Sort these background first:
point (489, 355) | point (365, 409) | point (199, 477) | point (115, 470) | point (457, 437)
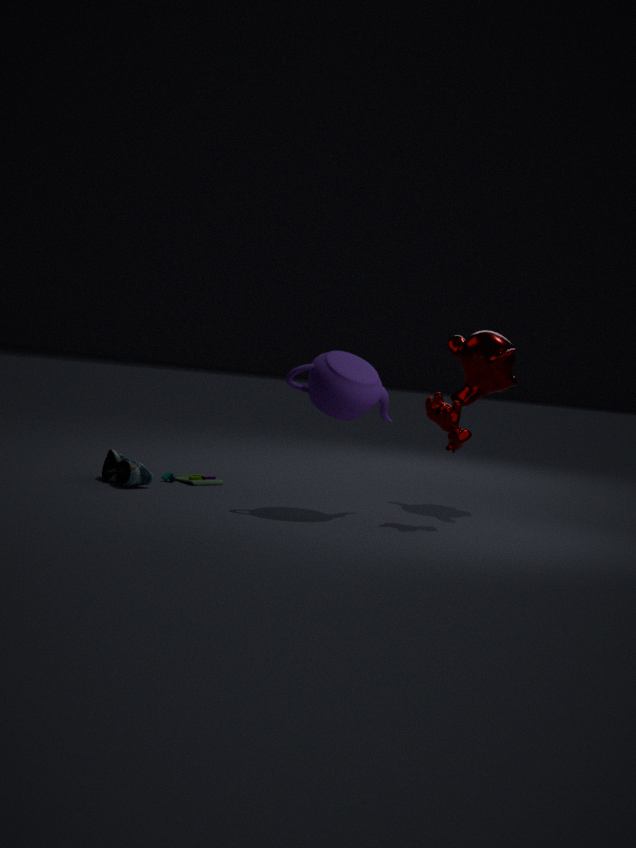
point (199, 477), point (489, 355), point (115, 470), point (365, 409), point (457, 437)
